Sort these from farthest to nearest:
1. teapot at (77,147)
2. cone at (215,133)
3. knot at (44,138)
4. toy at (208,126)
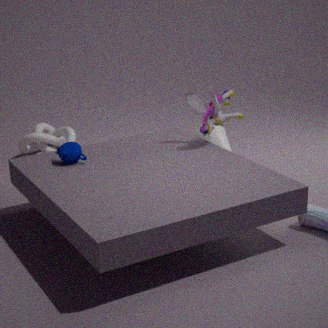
knot at (44,138)
cone at (215,133)
toy at (208,126)
teapot at (77,147)
